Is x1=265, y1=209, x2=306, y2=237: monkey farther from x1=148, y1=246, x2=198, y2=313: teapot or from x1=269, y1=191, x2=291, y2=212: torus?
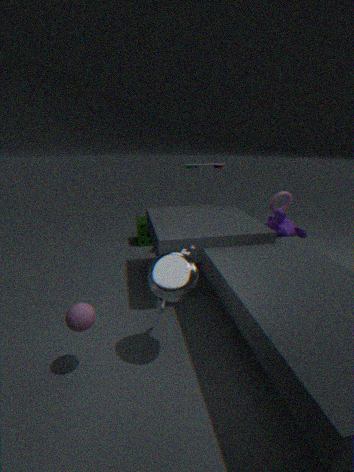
x1=148, y1=246, x2=198, y2=313: teapot
